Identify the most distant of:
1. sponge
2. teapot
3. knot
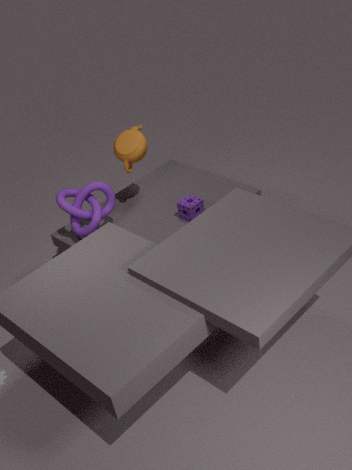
teapot
